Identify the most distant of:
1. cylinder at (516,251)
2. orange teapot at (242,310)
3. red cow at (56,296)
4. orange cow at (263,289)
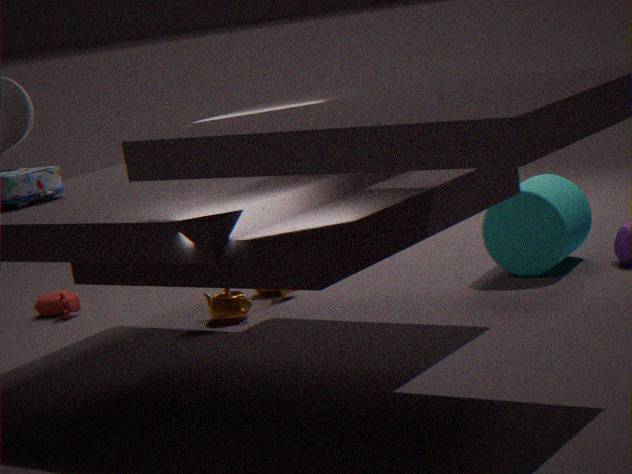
red cow at (56,296)
